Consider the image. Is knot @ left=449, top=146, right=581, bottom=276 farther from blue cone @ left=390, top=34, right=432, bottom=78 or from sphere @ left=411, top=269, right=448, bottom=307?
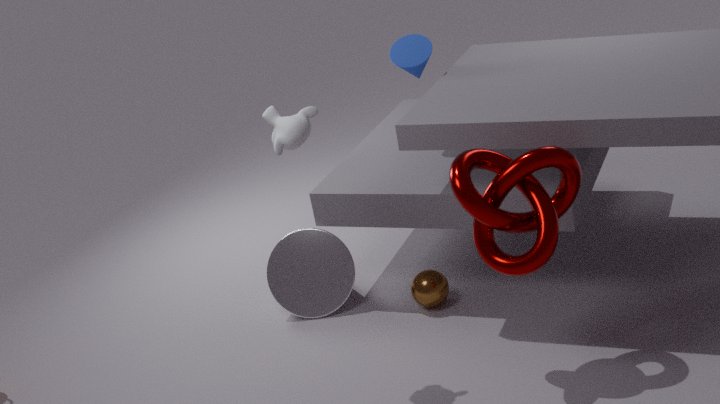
blue cone @ left=390, top=34, right=432, bottom=78
